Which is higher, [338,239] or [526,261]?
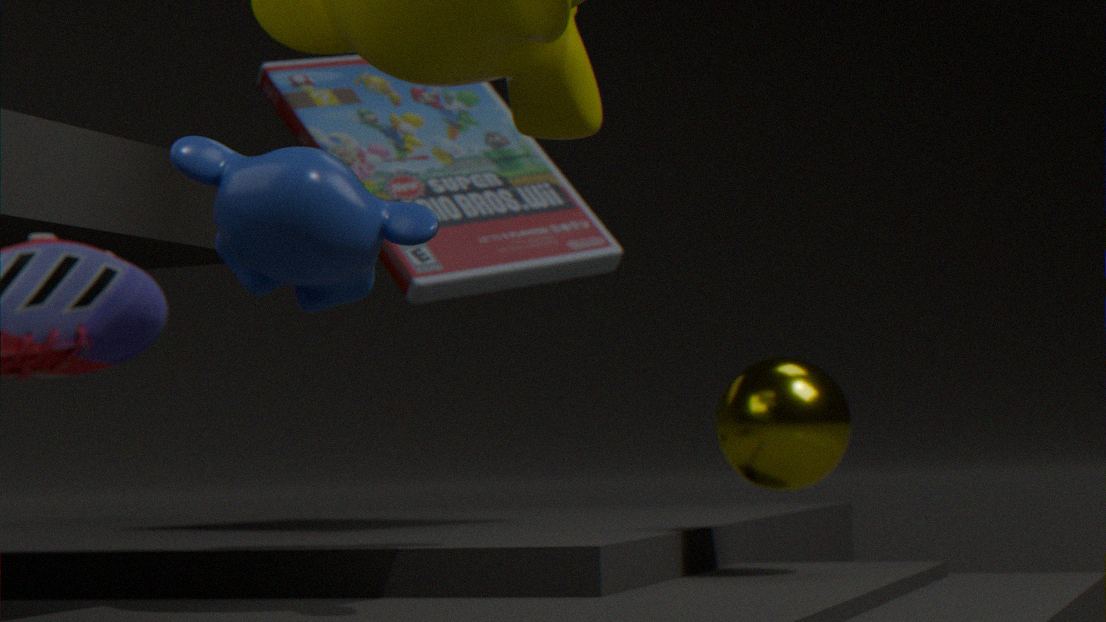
[526,261]
